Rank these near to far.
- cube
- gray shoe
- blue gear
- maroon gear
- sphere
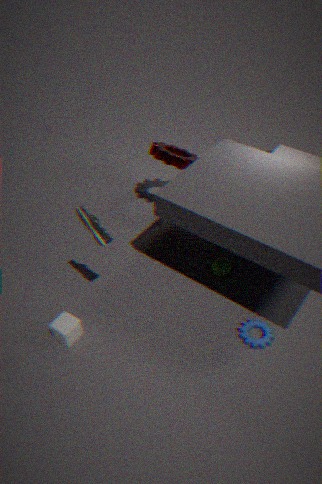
1. gray shoe
2. cube
3. blue gear
4. sphere
5. maroon gear
